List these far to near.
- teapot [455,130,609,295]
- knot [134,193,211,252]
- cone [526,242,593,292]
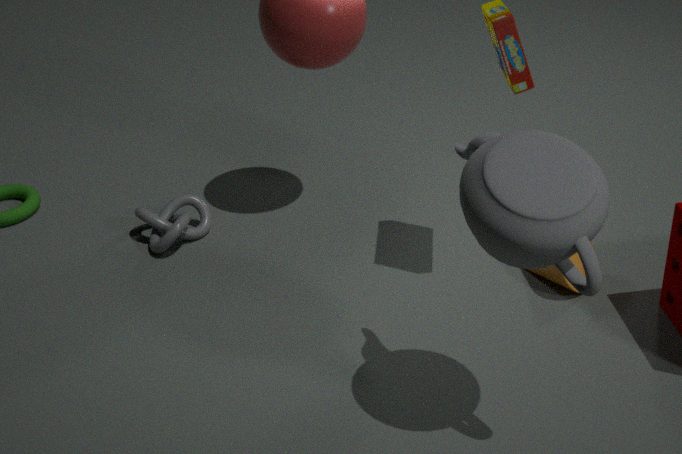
knot [134,193,211,252], cone [526,242,593,292], teapot [455,130,609,295]
